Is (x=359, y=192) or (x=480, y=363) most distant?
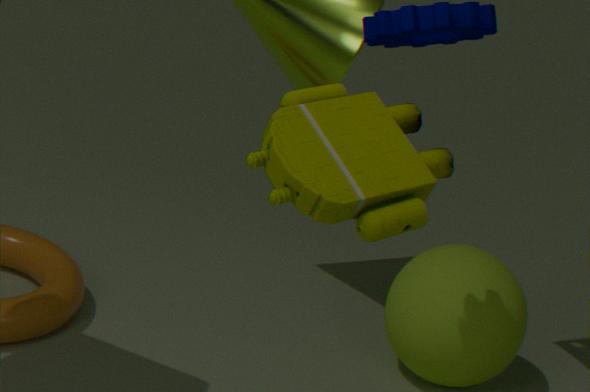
(x=480, y=363)
